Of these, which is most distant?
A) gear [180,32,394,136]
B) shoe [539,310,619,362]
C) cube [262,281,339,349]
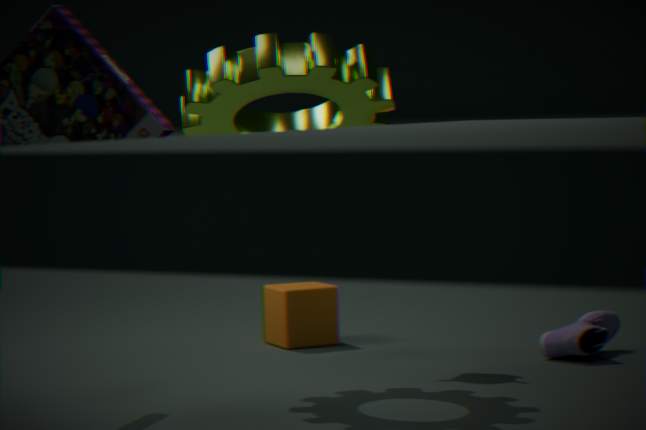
C. cube [262,281,339,349]
